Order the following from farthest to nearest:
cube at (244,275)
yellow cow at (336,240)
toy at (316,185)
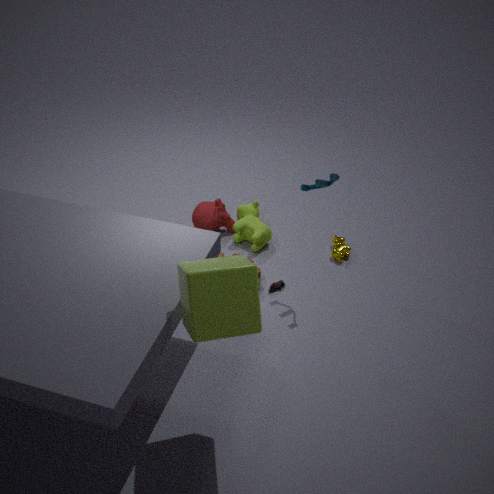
yellow cow at (336,240), toy at (316,185), cube at (244,275)
